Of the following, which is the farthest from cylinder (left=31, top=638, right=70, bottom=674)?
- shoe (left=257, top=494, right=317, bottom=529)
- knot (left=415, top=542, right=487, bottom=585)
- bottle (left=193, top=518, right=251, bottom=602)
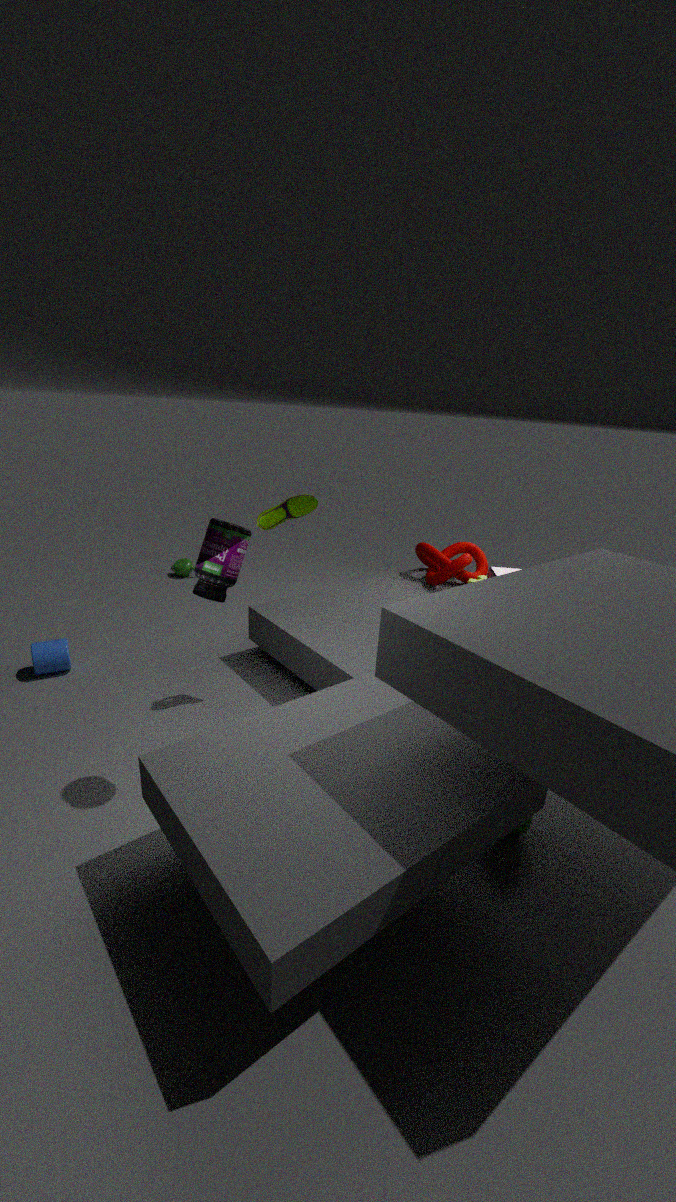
knot (left=415, top=542, right=487, bottom=585)
